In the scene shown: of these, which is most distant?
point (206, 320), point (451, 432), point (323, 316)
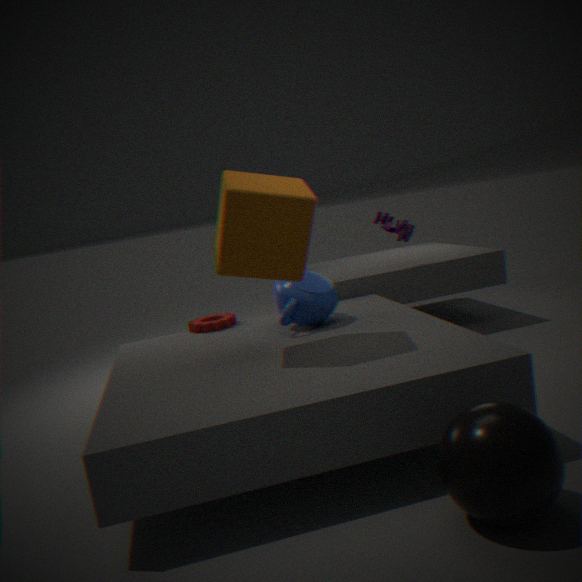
point (206, 320)
